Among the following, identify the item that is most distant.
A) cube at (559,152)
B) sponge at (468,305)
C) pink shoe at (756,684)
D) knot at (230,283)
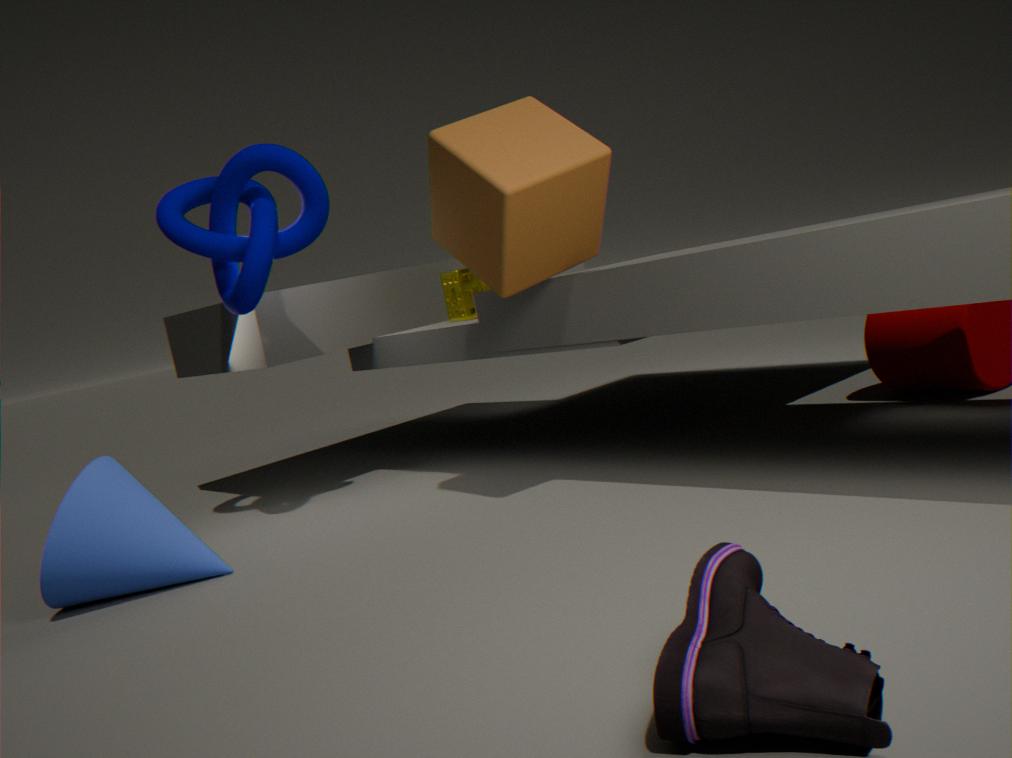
sponge at (468,305)
